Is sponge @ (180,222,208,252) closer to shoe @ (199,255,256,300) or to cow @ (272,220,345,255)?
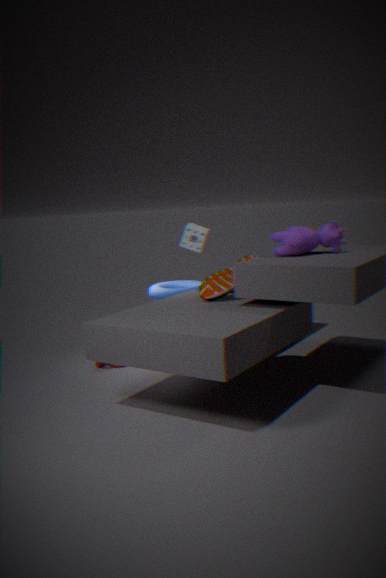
shoe @ (199,255,256,300)
